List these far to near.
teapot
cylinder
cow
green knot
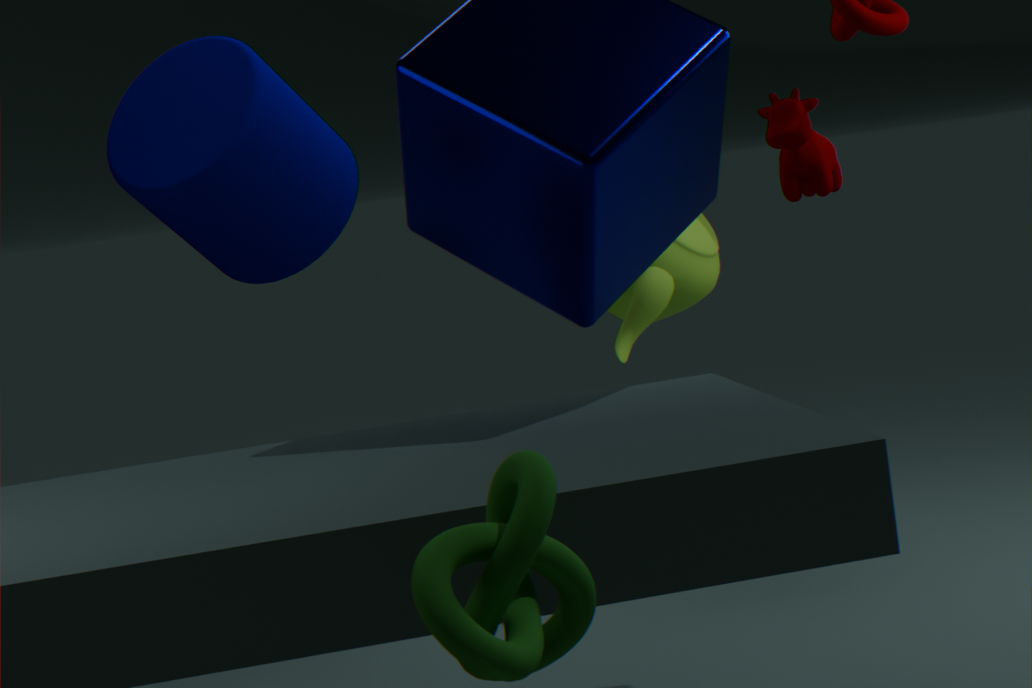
cow → teapot → cylinder → green knot
